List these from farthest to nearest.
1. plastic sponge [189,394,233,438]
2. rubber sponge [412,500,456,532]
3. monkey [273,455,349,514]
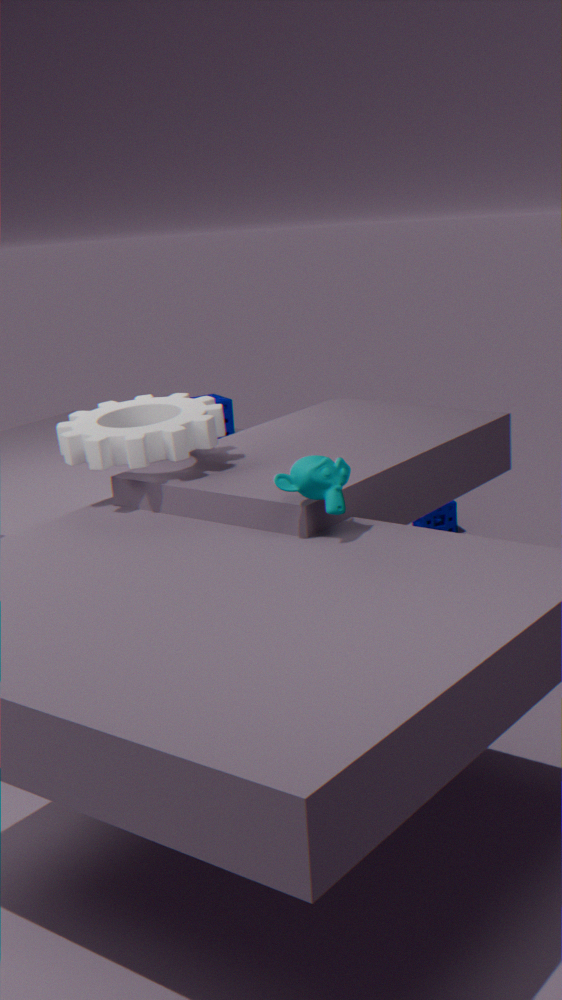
1. rubber sponge [412,500,456,532]
2. plastic sponge [189,394,233,438]
3. monkey [273,455,349,514]
